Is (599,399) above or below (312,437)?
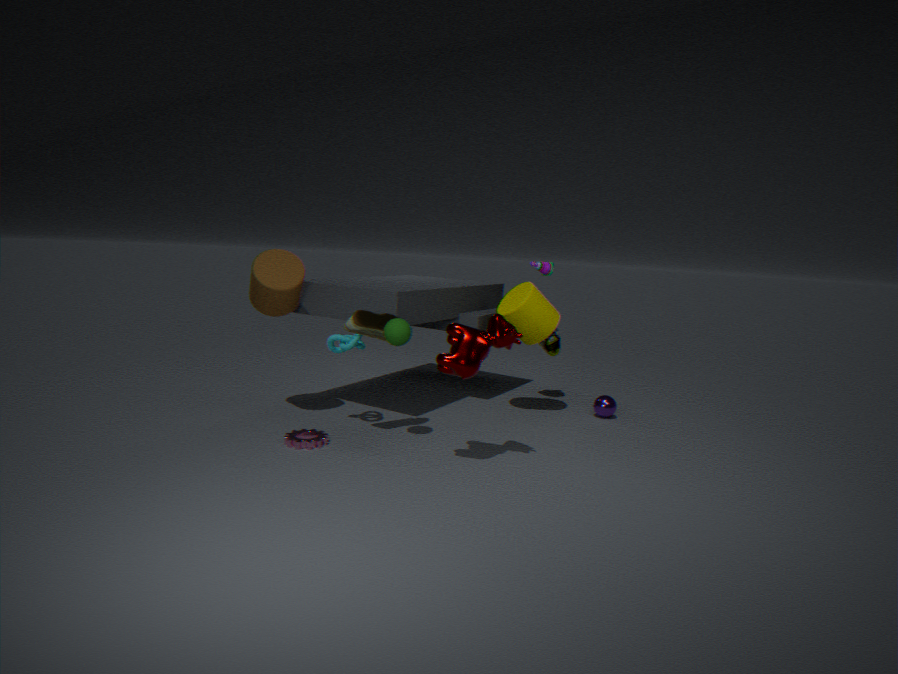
above
